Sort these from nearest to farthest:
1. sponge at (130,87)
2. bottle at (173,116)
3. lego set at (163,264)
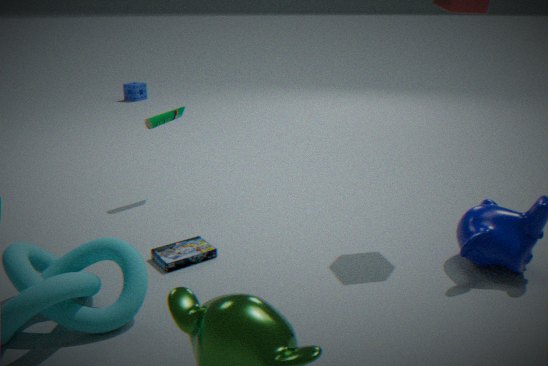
1. lego set at (163,264)
2. bottle at (173,116)
3. sponge at (130,87)
